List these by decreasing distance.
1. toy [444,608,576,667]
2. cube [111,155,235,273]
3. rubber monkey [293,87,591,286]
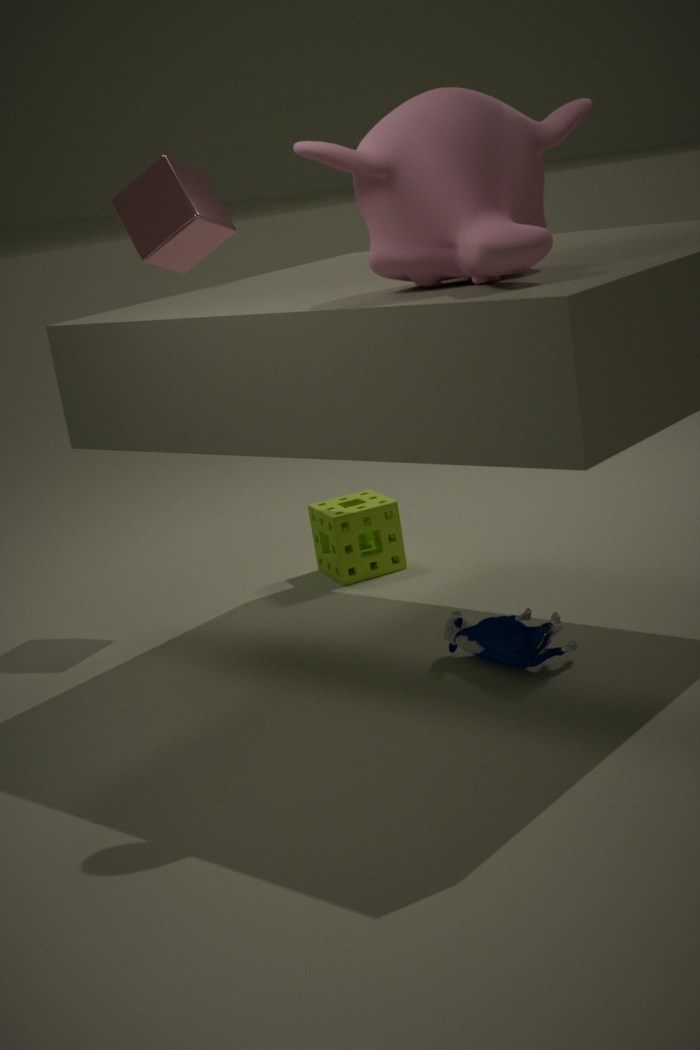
cube [111,155,235,273] → toy [444,608,576,667] → rubber monkey [293,87,591,286]
